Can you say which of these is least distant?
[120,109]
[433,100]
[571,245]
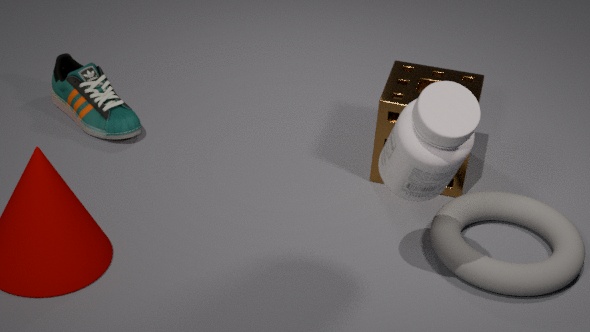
[433,100]
